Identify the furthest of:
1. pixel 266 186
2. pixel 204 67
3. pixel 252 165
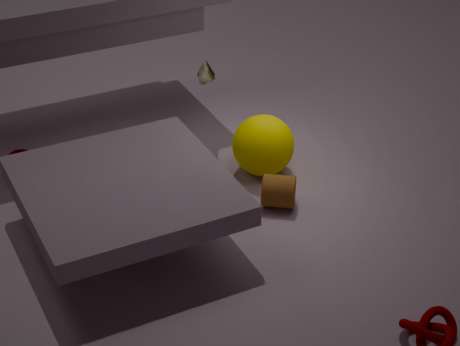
pixel 204 67
